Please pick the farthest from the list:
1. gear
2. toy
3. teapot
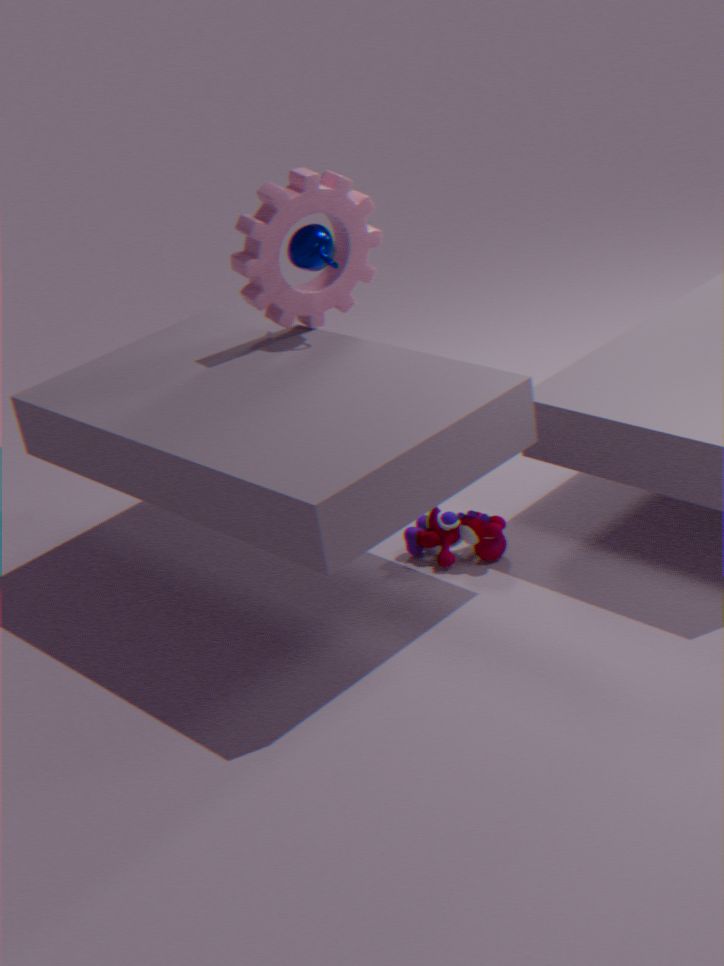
teapot
